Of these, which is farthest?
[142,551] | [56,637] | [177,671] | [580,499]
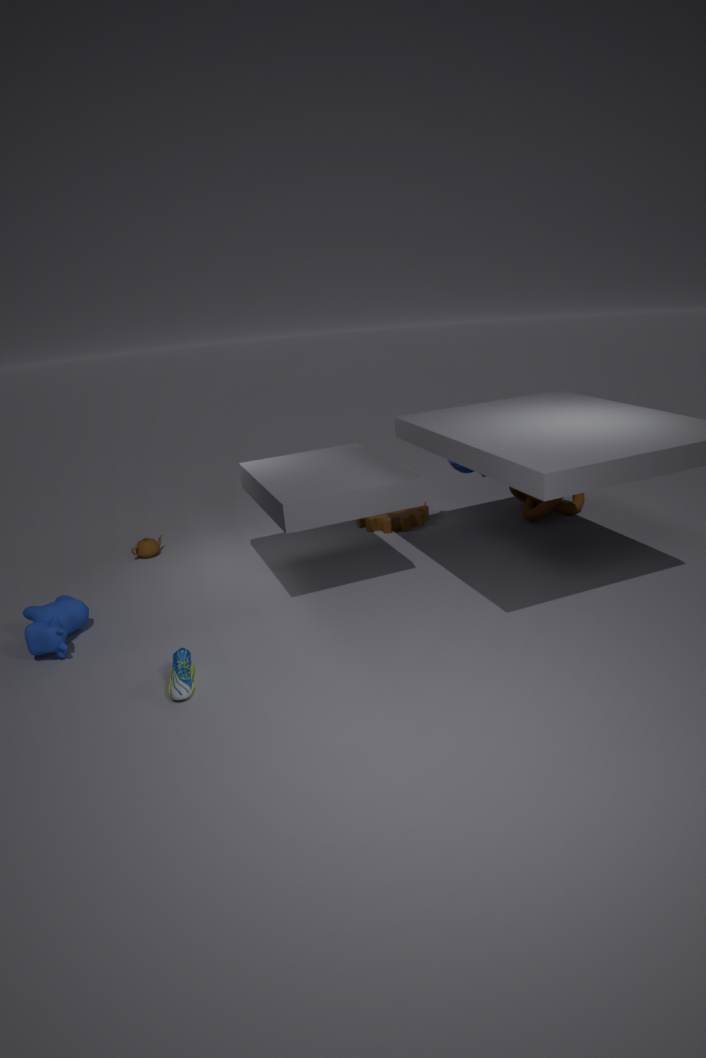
[580,499]
